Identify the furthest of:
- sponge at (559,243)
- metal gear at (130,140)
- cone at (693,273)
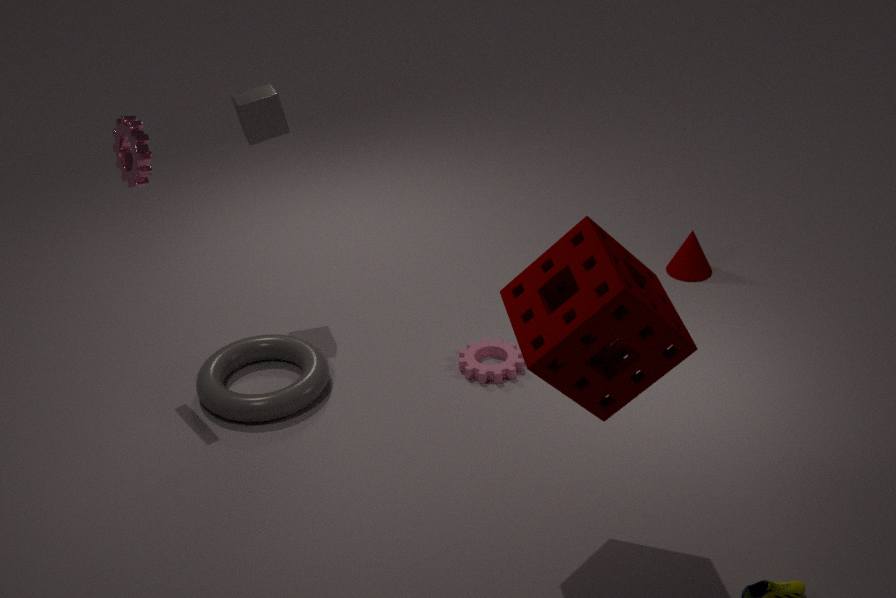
cone at (693,273)
